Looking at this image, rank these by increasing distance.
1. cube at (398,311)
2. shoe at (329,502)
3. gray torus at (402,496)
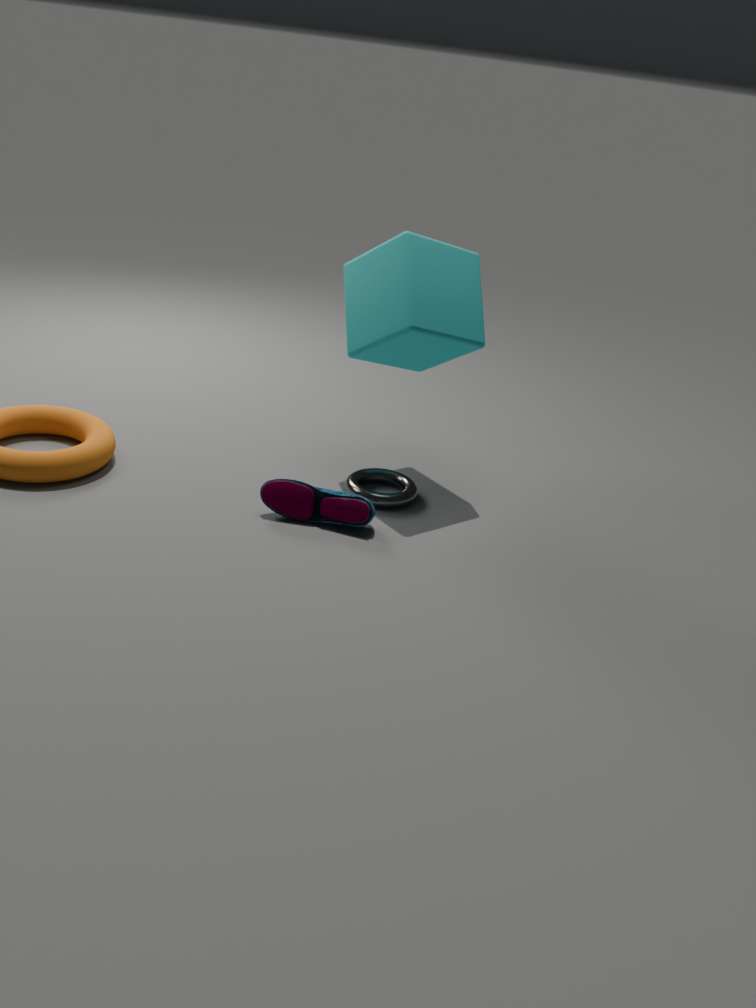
shoe at (329,502) < cube at (398,311) < gray torus at (402,496)
